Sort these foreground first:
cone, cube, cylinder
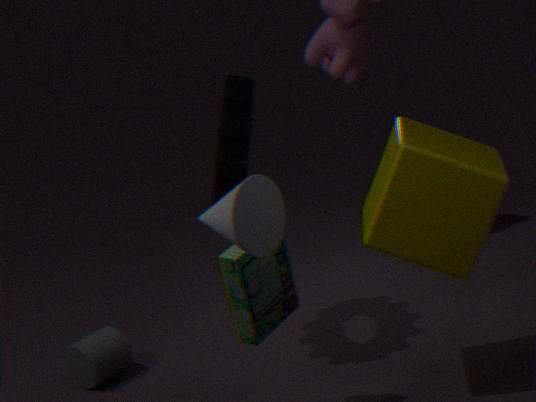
cone
cube
cylinder
